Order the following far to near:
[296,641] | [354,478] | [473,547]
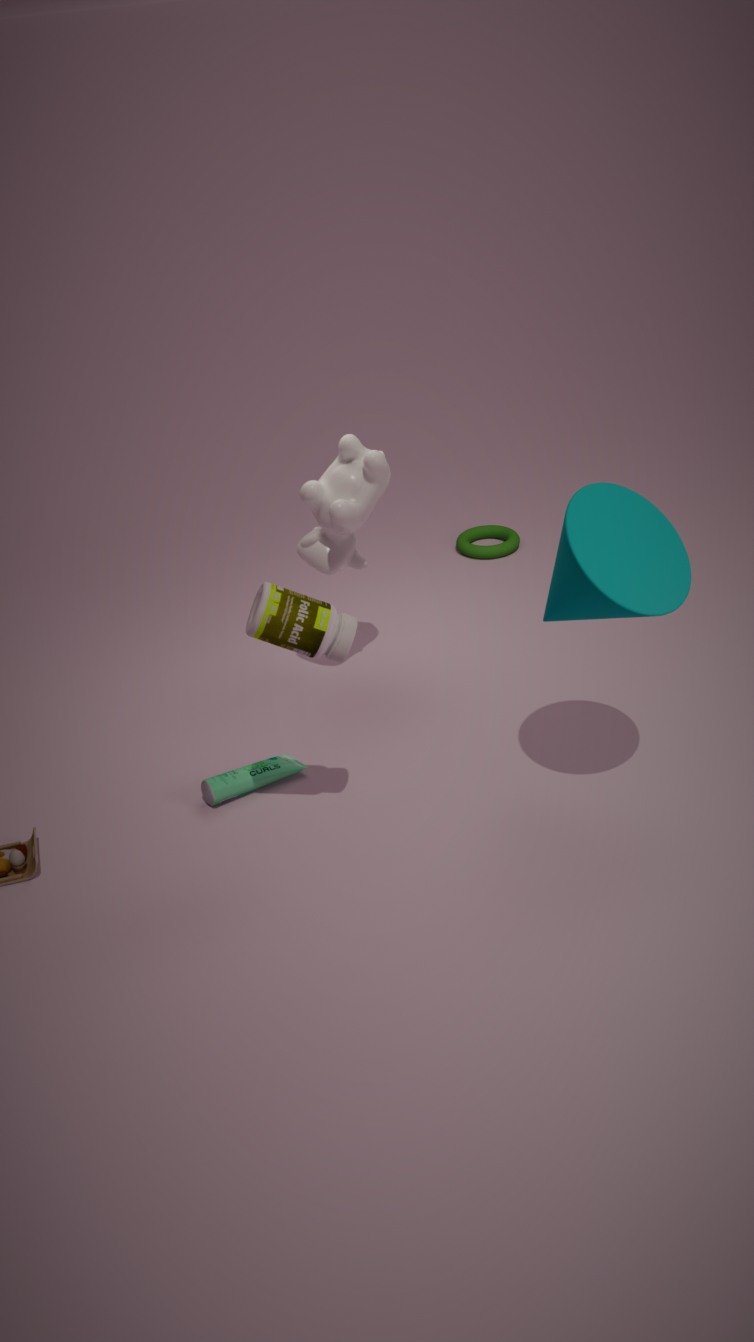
[473,547]
[354,478]
[296,641]
